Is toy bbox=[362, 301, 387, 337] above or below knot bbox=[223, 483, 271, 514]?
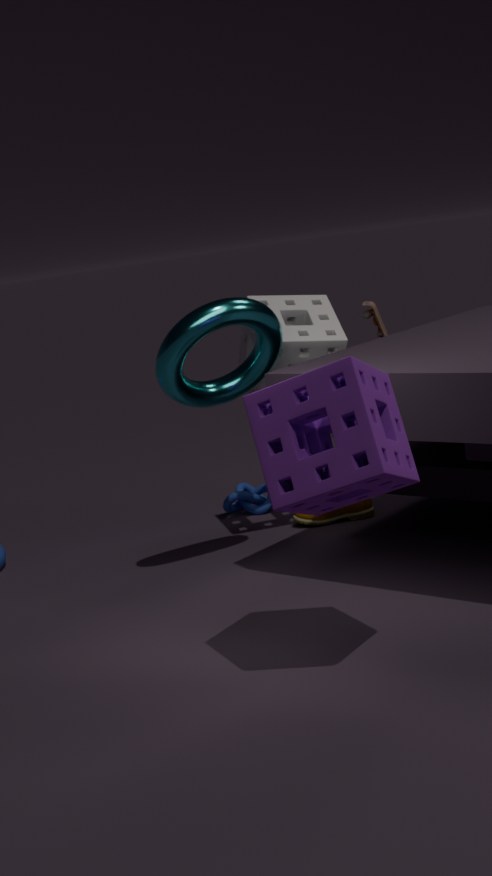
above
